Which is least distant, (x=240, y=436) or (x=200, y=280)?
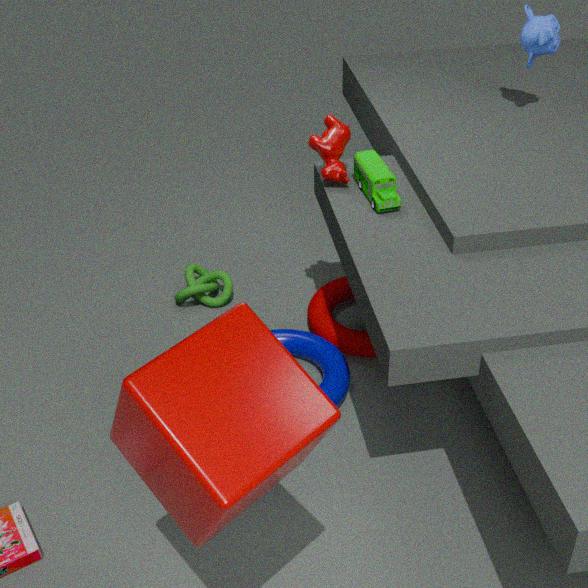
(x=240, y=436)
